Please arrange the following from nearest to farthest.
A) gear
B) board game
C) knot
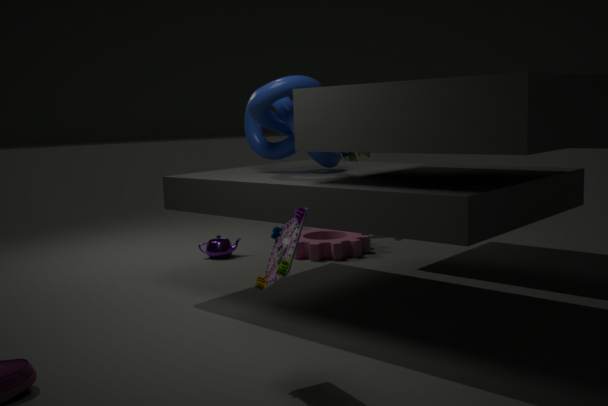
board game → knot → gear
